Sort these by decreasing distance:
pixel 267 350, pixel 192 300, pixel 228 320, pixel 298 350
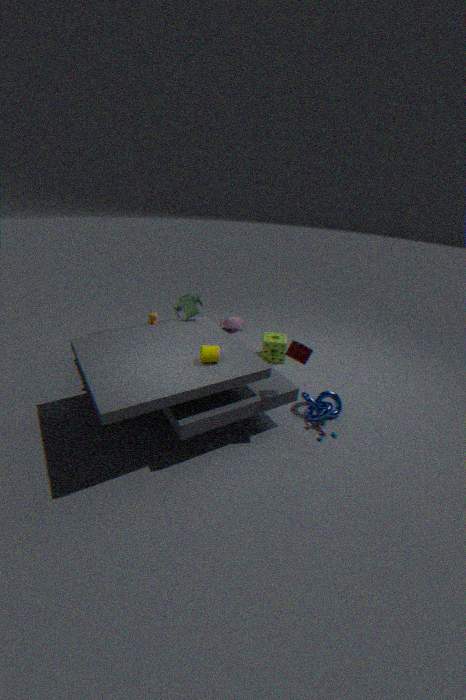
pixel 228 320
pixel 267 350
pixel 192 300
pixel 298 350
